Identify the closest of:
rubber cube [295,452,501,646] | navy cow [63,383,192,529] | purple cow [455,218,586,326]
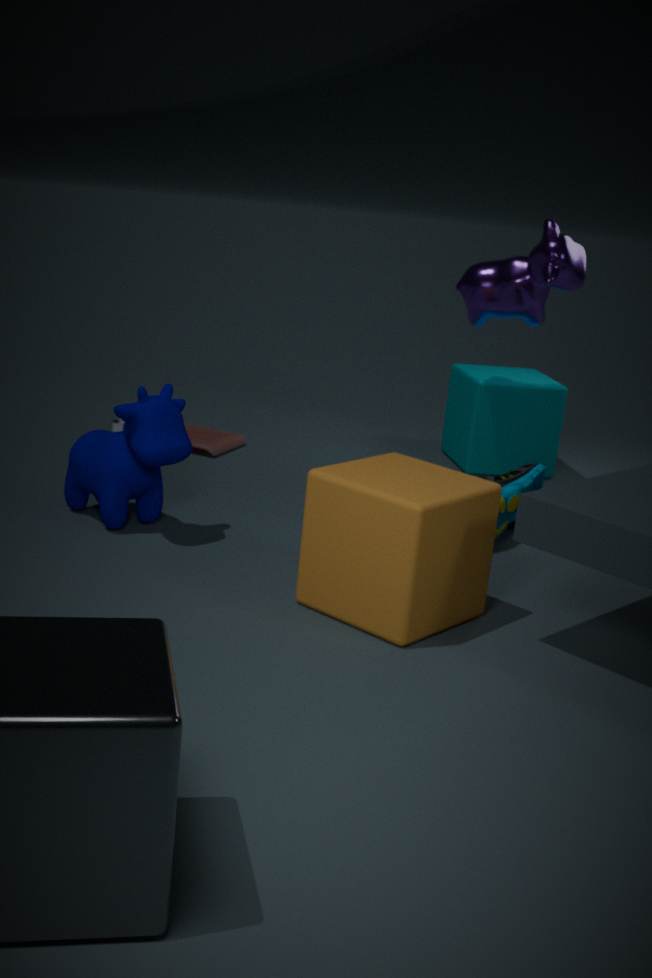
rubber cube [295,452,501,646]
